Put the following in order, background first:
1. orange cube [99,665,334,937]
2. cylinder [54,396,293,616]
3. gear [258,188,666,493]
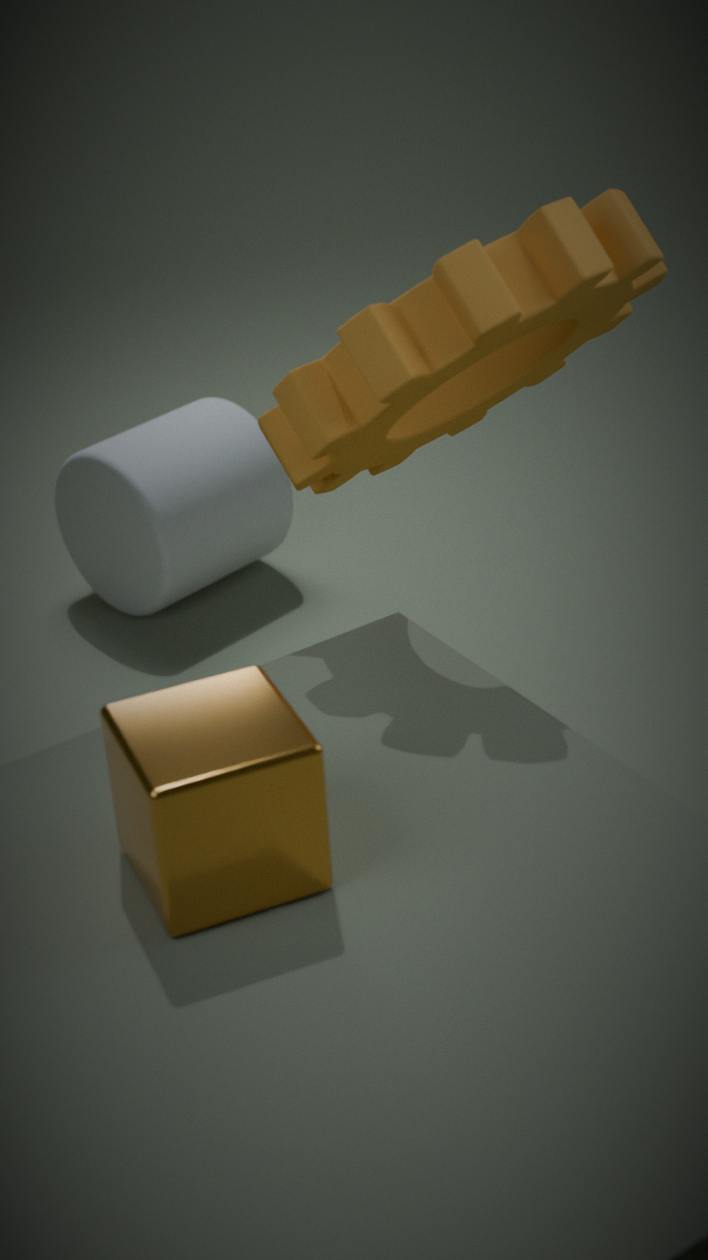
cylinder [54,396,293,616] → gear [258,188,666,493] → orange cube [99,665,334,937]
